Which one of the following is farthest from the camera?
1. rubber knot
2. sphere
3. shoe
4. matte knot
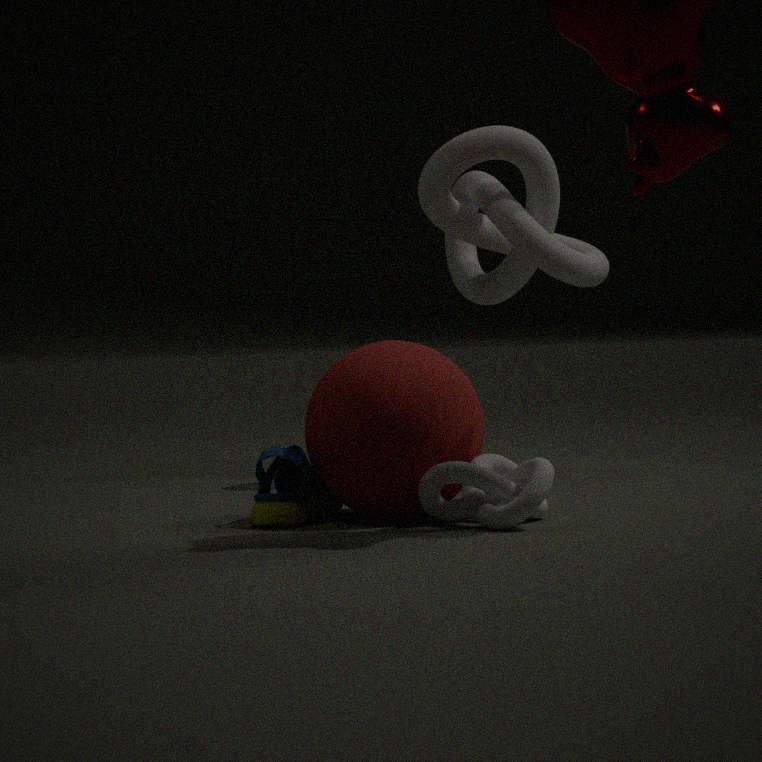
rubber knot
